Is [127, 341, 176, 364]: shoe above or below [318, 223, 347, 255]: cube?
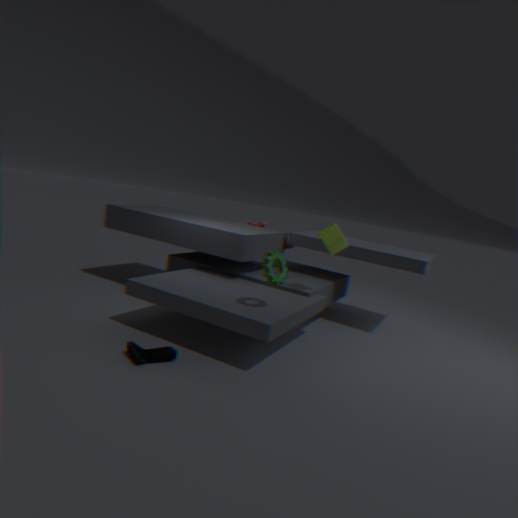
below
